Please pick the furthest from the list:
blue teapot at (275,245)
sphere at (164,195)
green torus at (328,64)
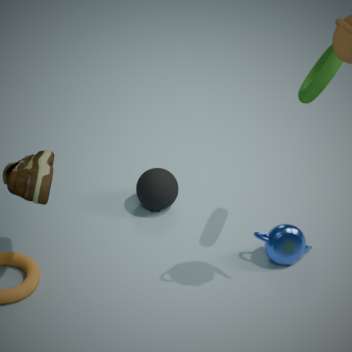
sphere at (164,195)
